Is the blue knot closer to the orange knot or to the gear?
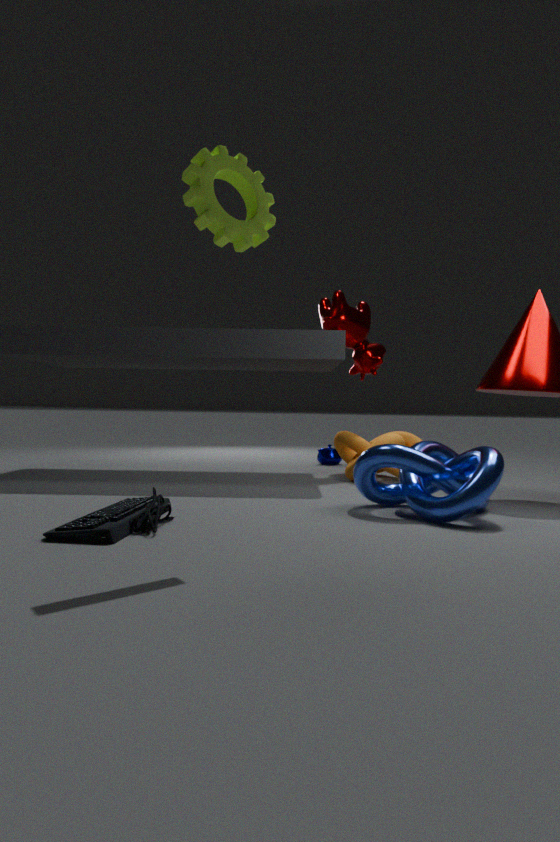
the orange knot
